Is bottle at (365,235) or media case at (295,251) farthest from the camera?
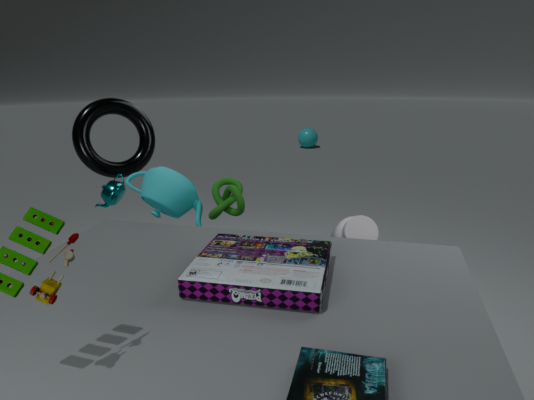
bottle at (365,235)
